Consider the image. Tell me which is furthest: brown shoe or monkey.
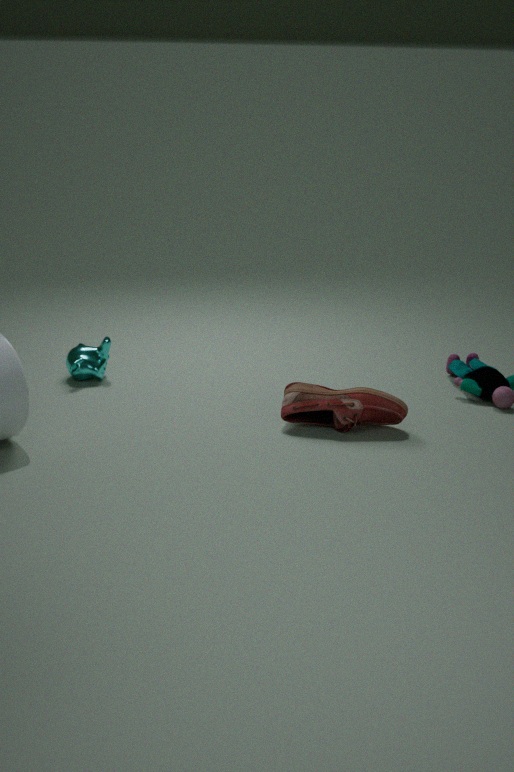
monkey
